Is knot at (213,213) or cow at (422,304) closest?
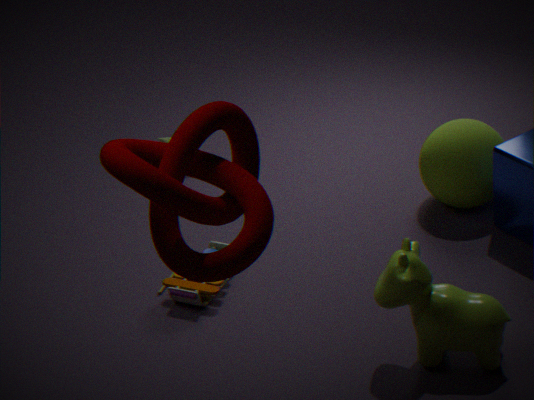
knot at (213,213)
